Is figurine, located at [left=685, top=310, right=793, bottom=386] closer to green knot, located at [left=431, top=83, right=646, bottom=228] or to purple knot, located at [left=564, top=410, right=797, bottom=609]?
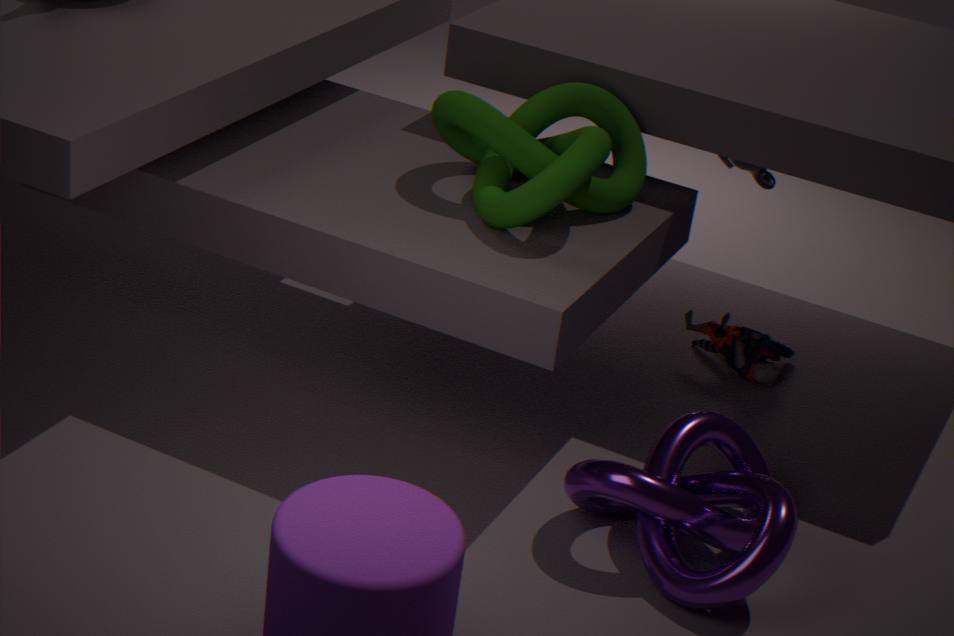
purple knot, located at [left=564, top=410, right=797, bottom=609]
